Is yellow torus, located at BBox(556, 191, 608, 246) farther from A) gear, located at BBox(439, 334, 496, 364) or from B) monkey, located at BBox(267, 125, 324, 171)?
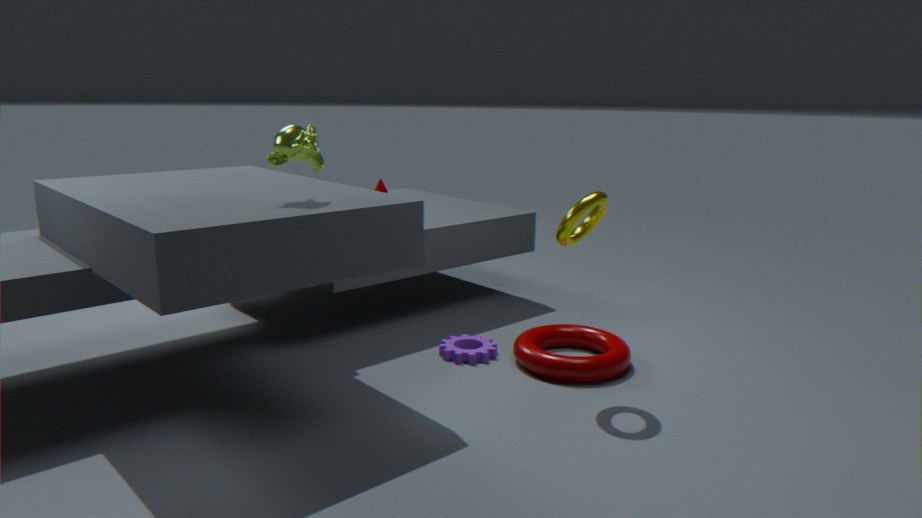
B) monkey, located at BBox(267, 125, 324, 171)
